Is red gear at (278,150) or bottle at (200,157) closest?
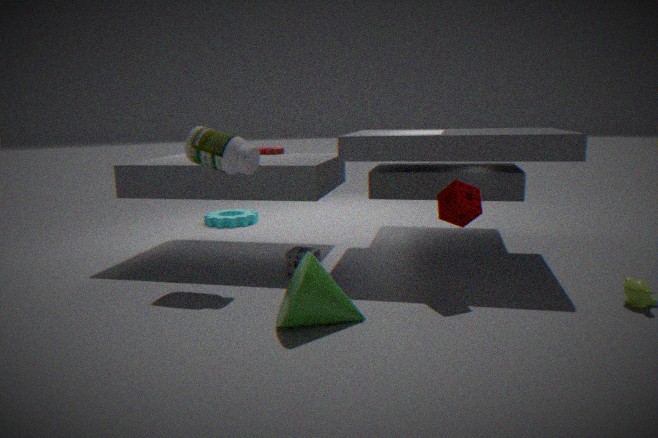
bottle at (200,157)
